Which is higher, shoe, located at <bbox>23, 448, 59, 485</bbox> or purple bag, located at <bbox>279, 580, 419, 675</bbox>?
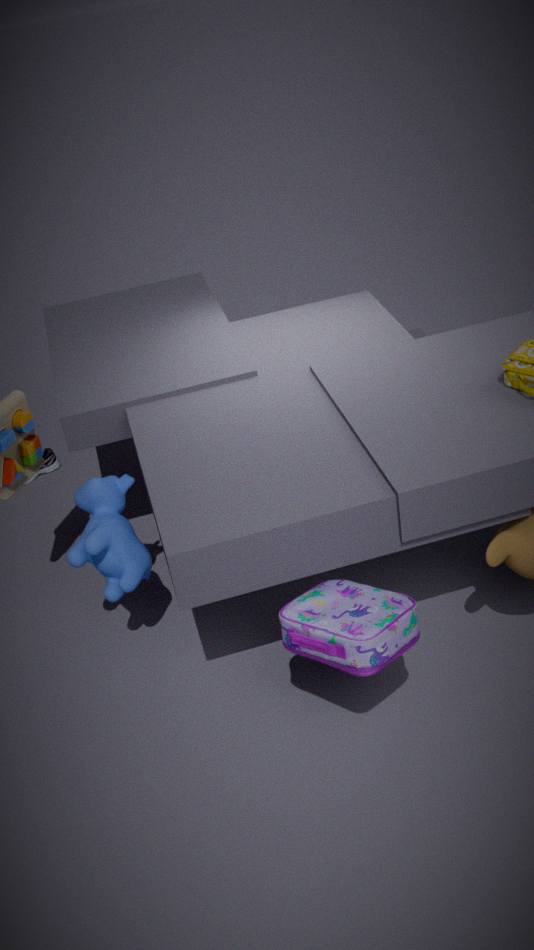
purple bag, located at <bbox>279, 580, 419, 675</bbox>
